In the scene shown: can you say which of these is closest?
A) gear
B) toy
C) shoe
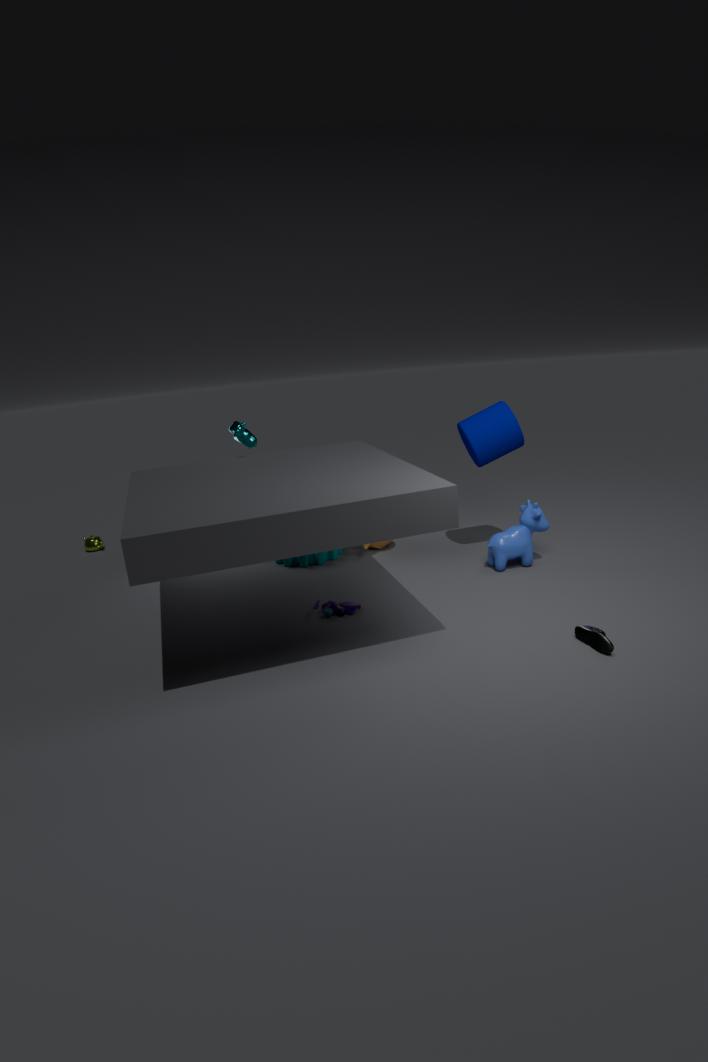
shoe
